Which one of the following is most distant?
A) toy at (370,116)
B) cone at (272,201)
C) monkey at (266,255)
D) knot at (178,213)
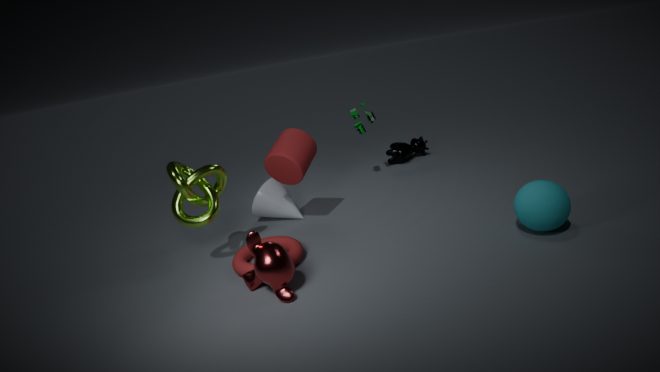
toy at (370,116)
